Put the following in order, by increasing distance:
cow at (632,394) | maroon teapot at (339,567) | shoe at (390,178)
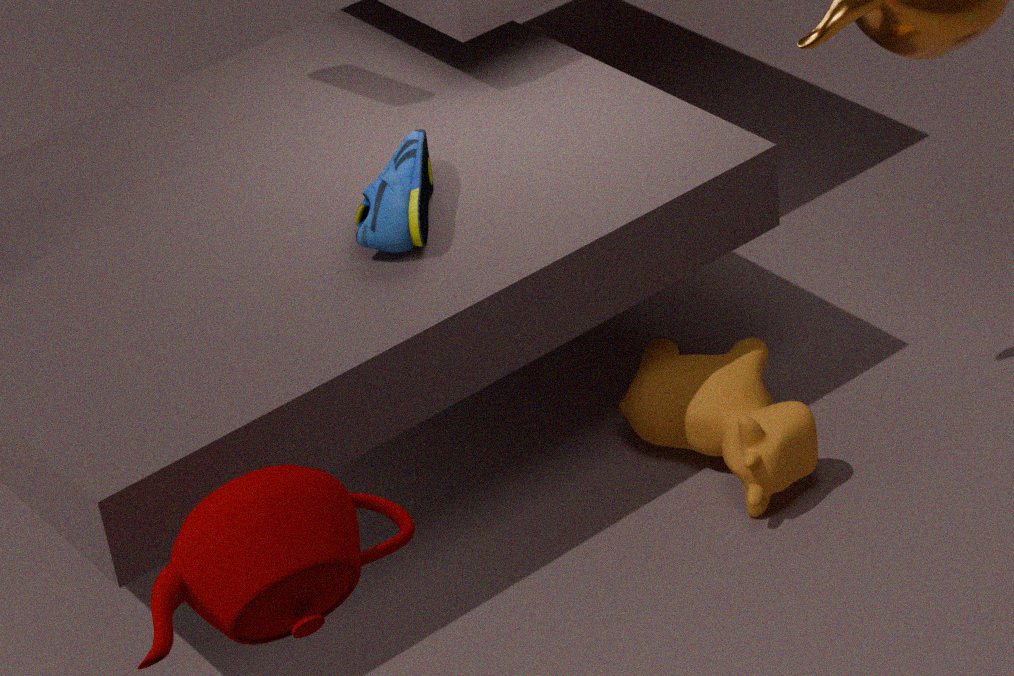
1. maroon teapot at (339,567)
2. shoe at (390,178)
3. cow at (632,394)
